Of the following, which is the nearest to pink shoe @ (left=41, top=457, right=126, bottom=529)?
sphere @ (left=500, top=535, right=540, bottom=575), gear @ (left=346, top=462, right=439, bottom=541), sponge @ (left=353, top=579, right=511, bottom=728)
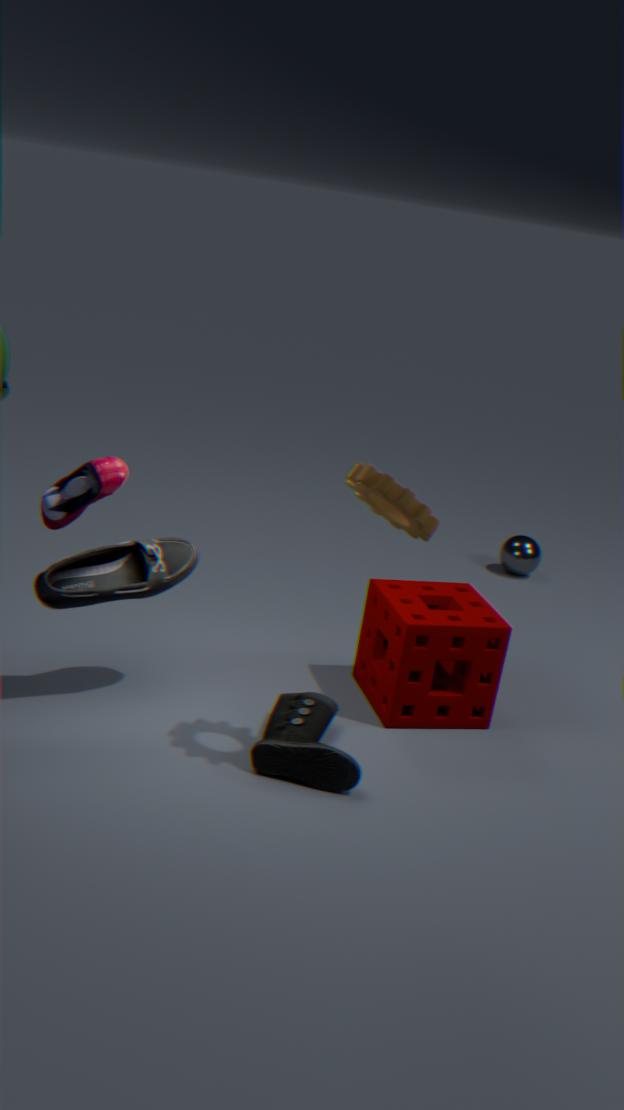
gear @ (left=346, top=462, right=439, bottom=541)
